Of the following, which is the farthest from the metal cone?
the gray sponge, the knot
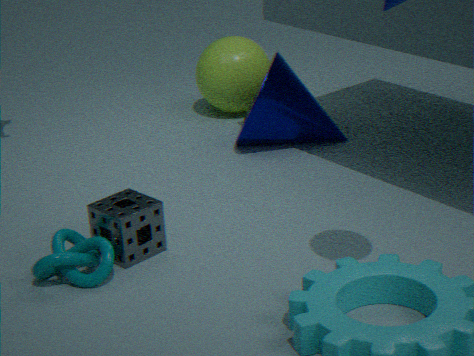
the knot
